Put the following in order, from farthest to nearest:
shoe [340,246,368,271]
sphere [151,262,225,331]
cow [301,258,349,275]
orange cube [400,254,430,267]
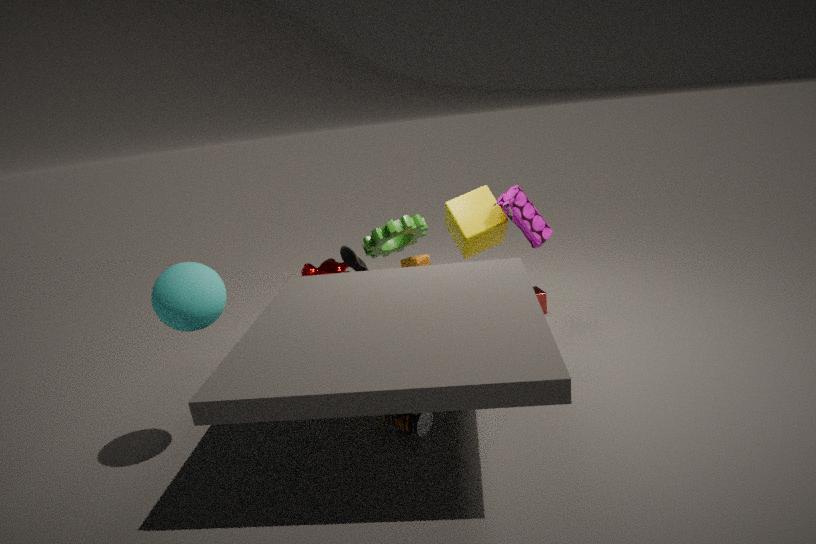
1. cow [301,258,349,275]
2. orange cube [400,254,430,267]
3. shoe [340,246,368,271]
4. sphere [151,262,225,331]
